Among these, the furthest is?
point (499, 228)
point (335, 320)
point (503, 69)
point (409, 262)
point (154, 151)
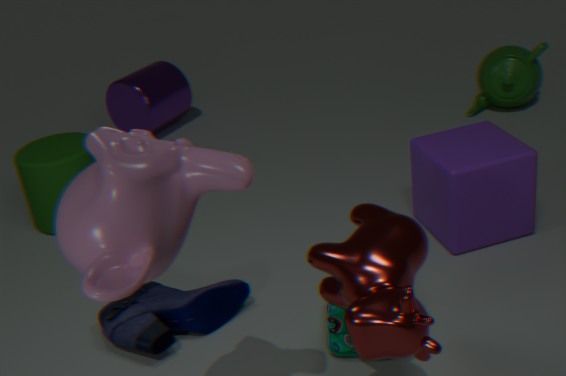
point (503, 69)
